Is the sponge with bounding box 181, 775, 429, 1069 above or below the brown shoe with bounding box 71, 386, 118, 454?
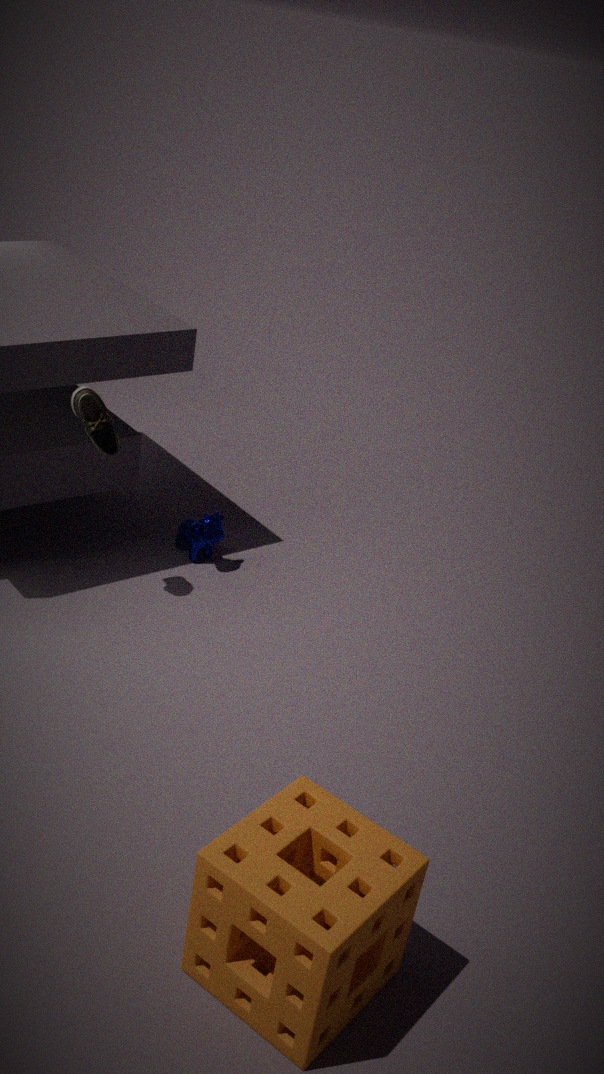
below
